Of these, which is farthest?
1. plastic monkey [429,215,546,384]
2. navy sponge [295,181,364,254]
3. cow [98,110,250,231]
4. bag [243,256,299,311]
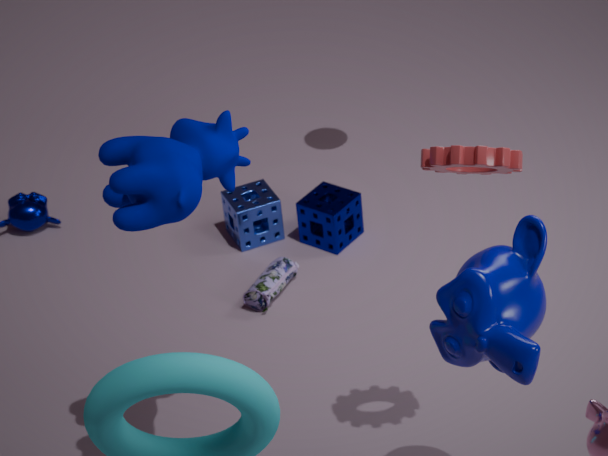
navy sponge [295,181,364,254]
